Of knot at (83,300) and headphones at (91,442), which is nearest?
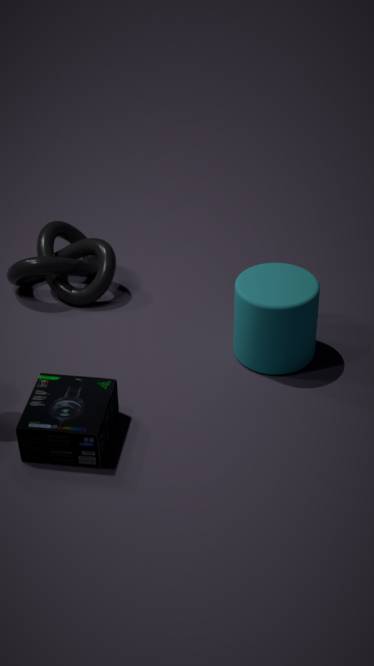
headphones at (91,442)
